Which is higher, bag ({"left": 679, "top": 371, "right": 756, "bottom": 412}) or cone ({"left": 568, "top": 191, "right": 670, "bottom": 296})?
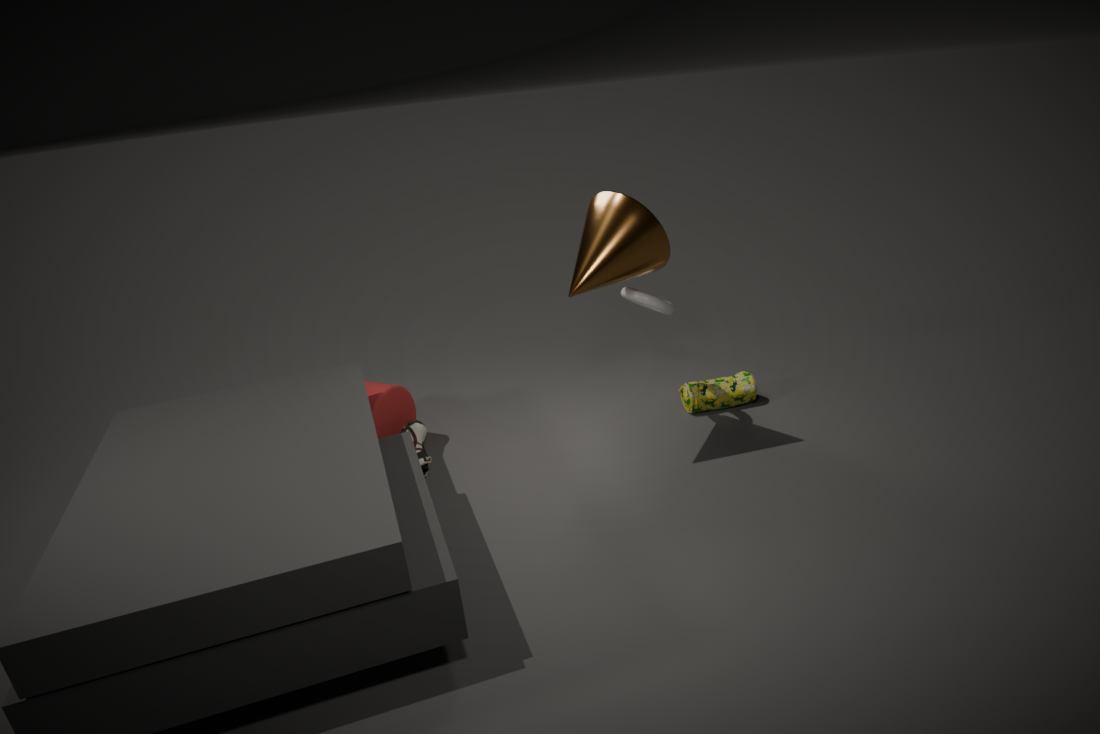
cone ({"left": 568, "top": 191, "right": 670, "bottom": 296})
